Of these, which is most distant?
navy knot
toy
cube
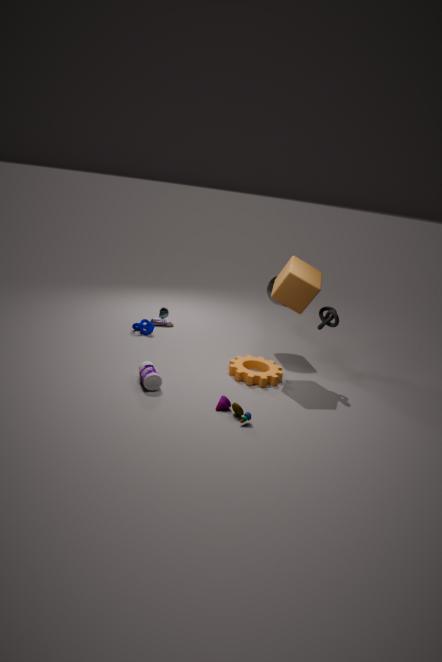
navy knot
